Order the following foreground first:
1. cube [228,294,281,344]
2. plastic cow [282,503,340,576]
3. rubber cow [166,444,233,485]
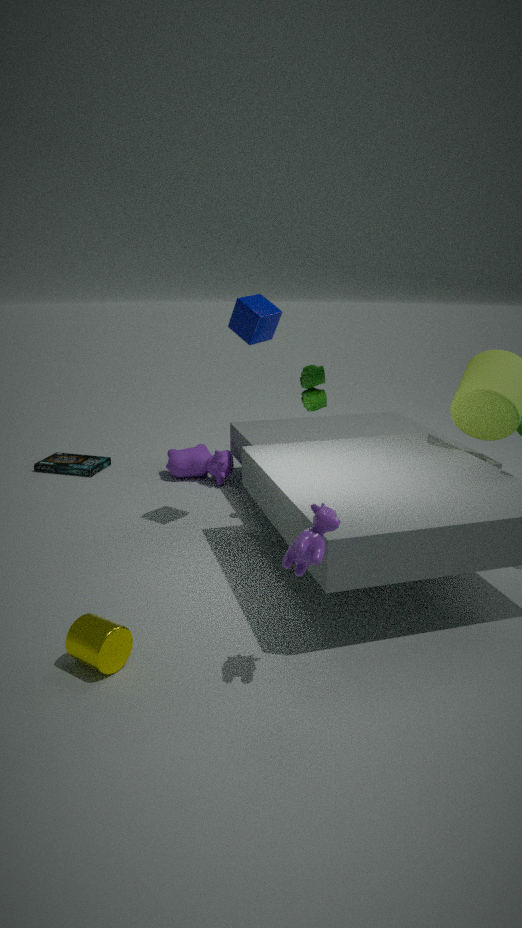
plastic cow [282,503,340,576] < cube [228,294,281,344] < rubber cow [166,444,233,485]
